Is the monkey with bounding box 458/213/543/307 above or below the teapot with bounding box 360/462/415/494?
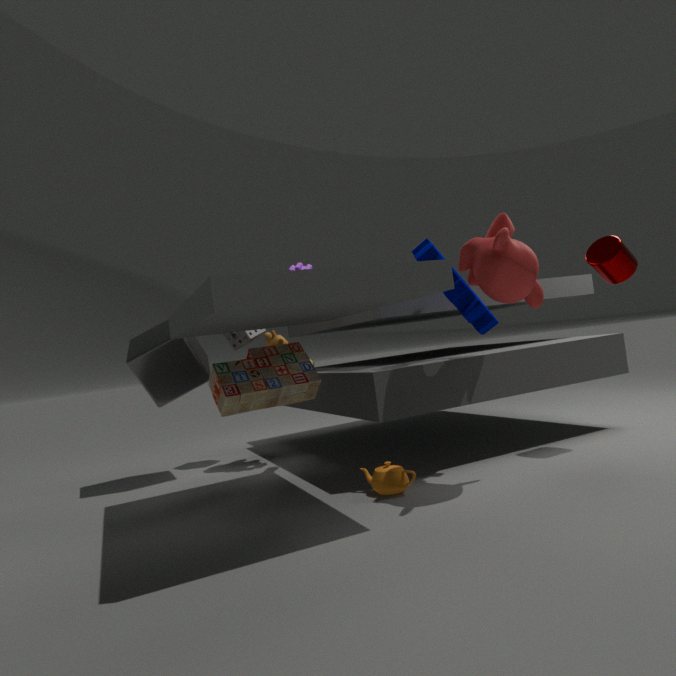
above
